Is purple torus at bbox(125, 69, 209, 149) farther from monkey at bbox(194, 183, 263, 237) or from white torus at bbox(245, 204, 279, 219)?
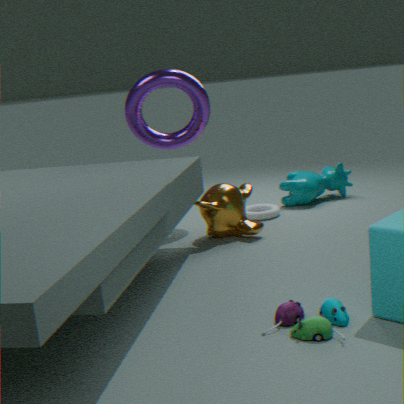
white torus at bbox(245, 204, 279, 219)
